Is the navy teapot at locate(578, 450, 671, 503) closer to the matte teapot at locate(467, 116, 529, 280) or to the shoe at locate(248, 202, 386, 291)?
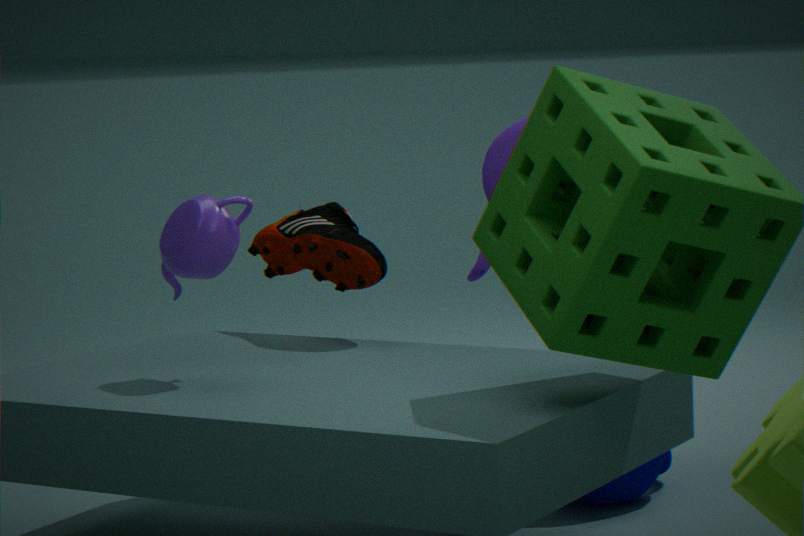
the matte teapot at locate(467, 116, 529, 280)
